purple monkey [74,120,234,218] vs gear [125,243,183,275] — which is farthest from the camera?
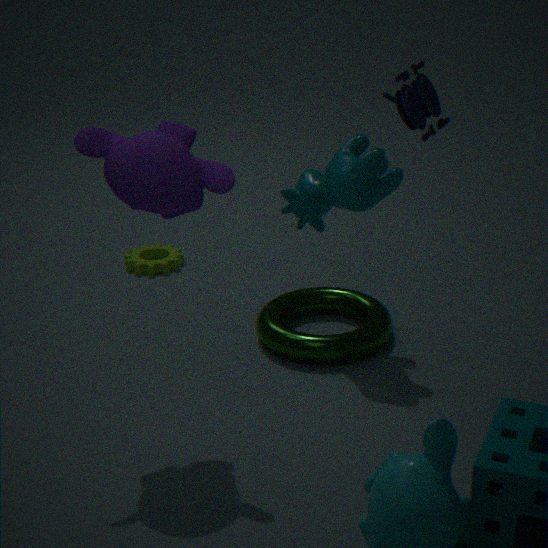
gear [125,243,183,275]
